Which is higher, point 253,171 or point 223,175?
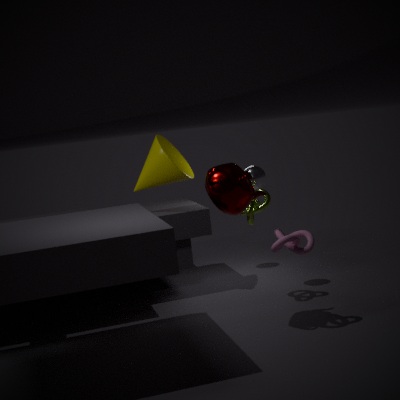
point 223,175
